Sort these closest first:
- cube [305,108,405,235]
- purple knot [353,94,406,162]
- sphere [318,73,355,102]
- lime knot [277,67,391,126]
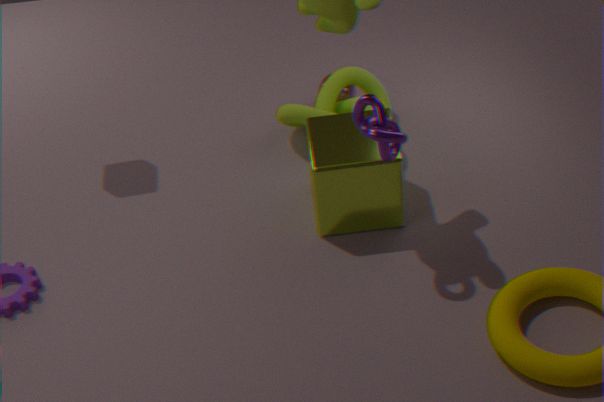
purple knot [353,94,406,162]
cube [305,108,405,235]
lime knot [277,67,391,126]
sphere [318,73,355,102]
